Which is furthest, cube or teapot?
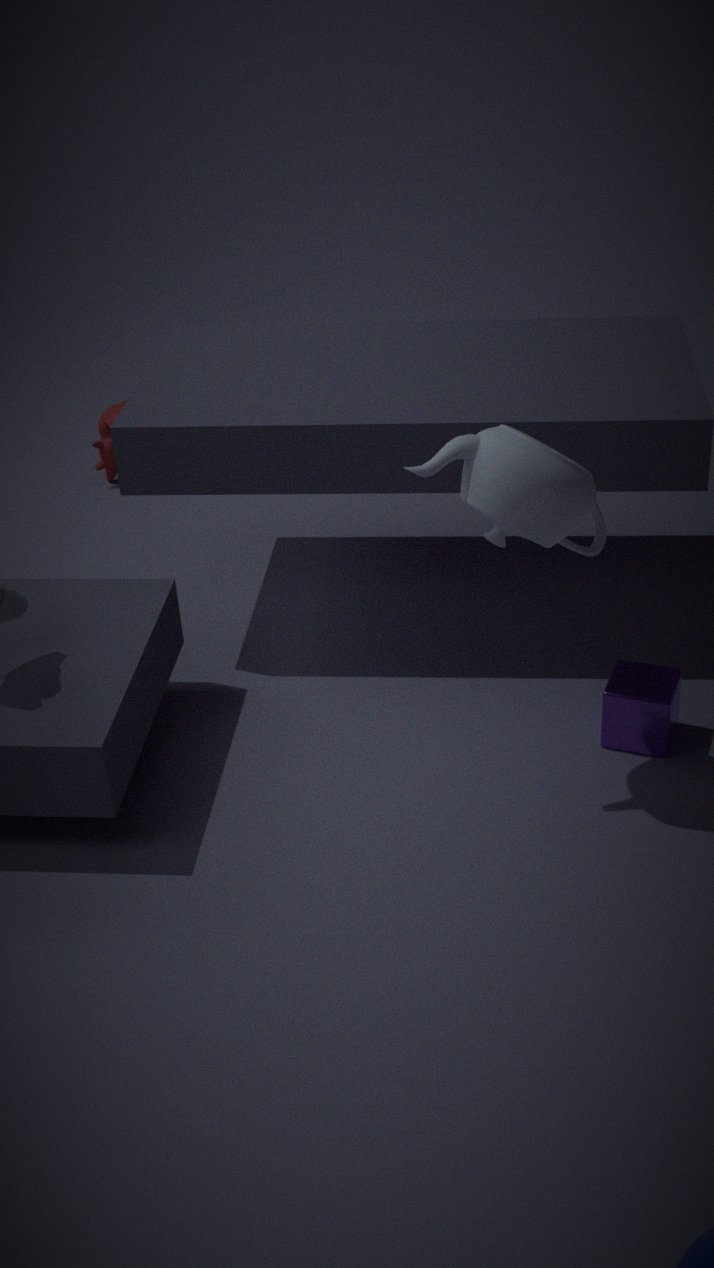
cube
